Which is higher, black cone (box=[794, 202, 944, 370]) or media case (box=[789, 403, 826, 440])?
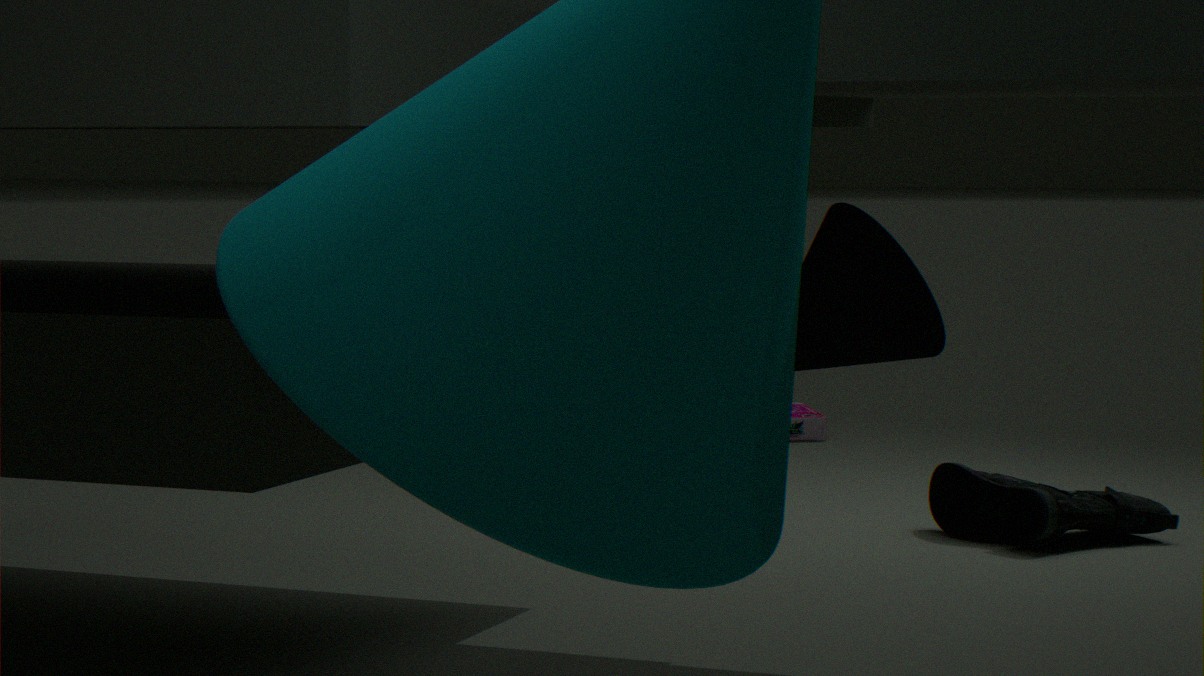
black cone (box=[794, 202, 944, 370])
